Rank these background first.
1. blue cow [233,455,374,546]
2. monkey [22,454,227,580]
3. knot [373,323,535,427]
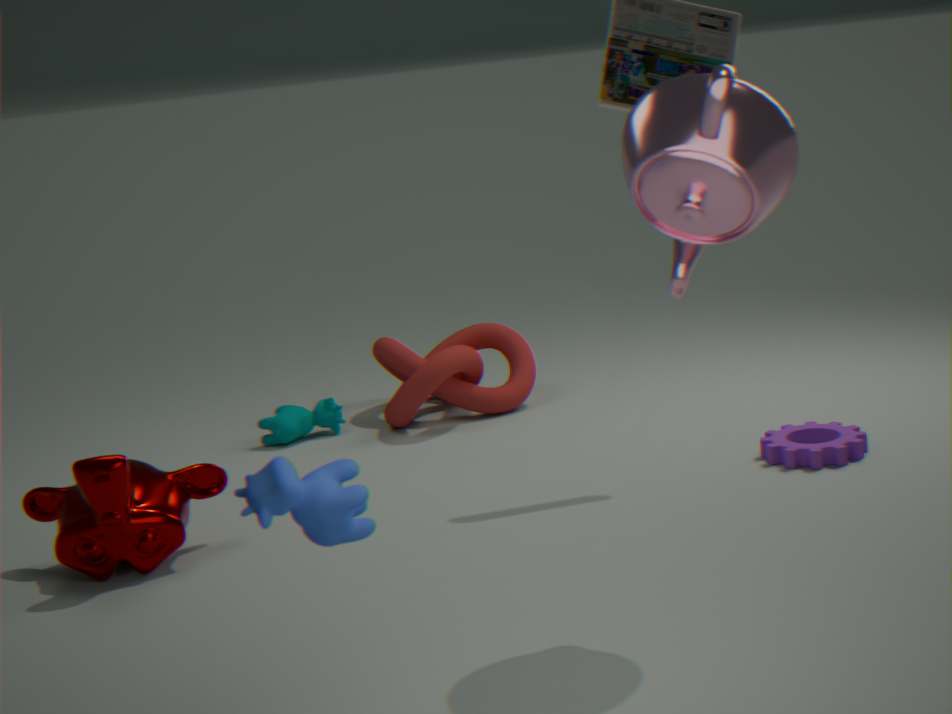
Answer: knot [373,323,535,427]
monkey [22,454,227,580]
blue cow [233,455,374,546]
